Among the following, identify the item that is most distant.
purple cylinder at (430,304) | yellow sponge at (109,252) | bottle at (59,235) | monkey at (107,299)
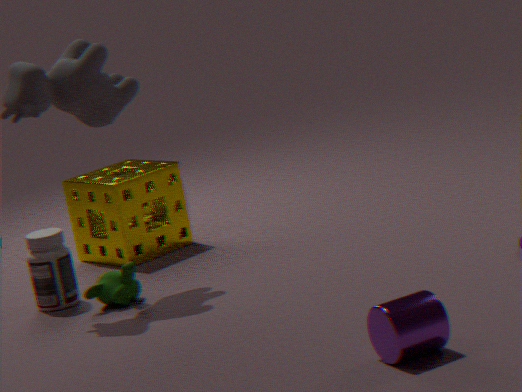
yellow sponge at (109,252)
